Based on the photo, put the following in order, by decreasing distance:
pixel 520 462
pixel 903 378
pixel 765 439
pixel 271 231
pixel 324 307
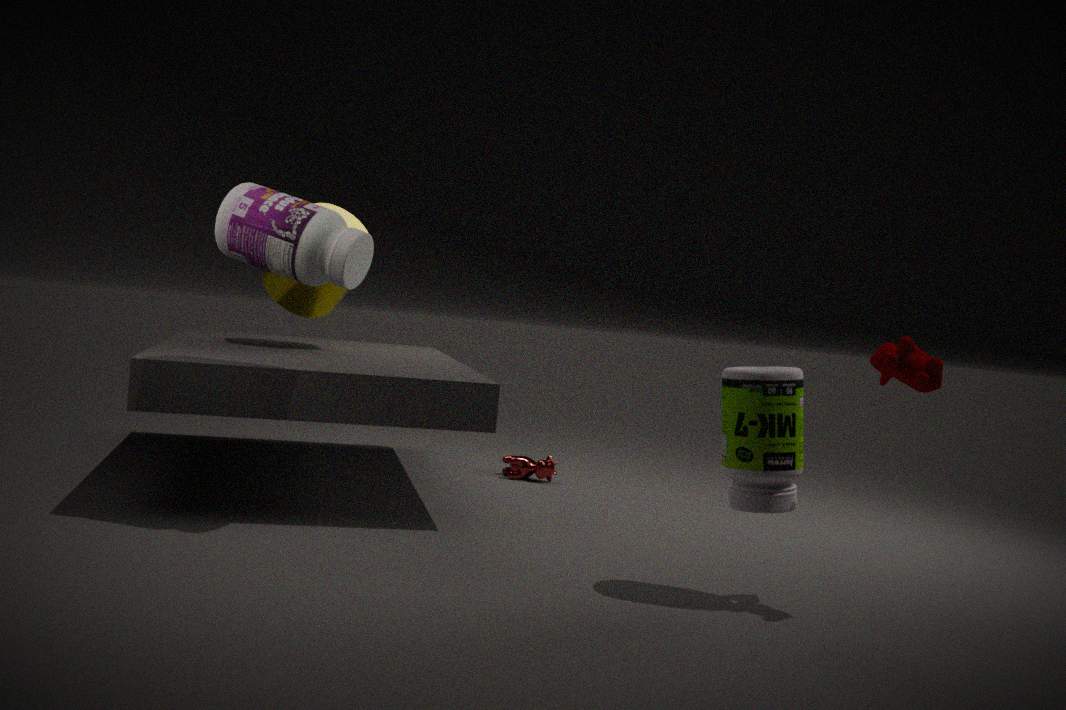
pixel 520 462, pixel 324 307, pixel 271 231, pixel 765 439, pixel 903 378
